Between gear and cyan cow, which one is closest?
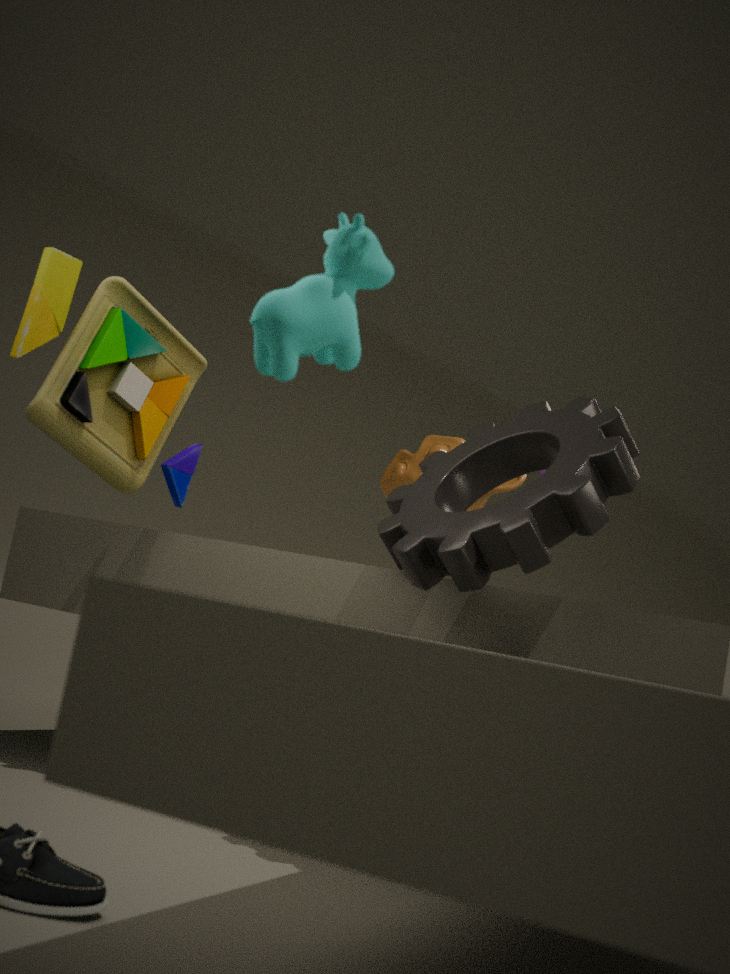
cyan cow
